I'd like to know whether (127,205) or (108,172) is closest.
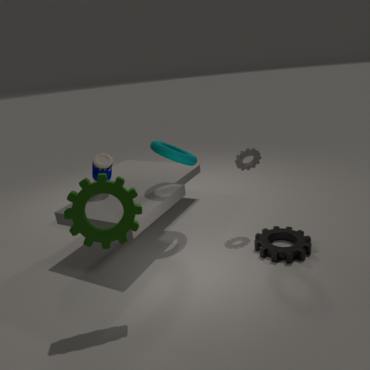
(127,205)
